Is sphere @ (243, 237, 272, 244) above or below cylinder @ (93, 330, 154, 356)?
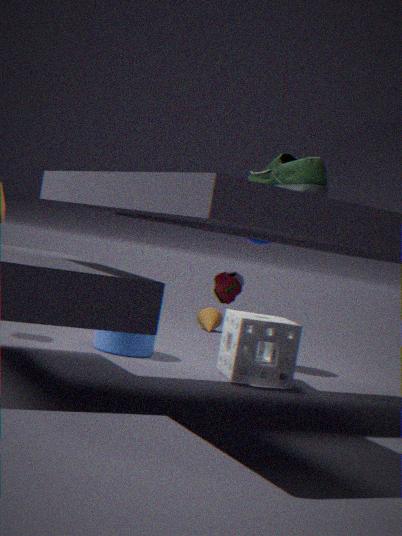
above
